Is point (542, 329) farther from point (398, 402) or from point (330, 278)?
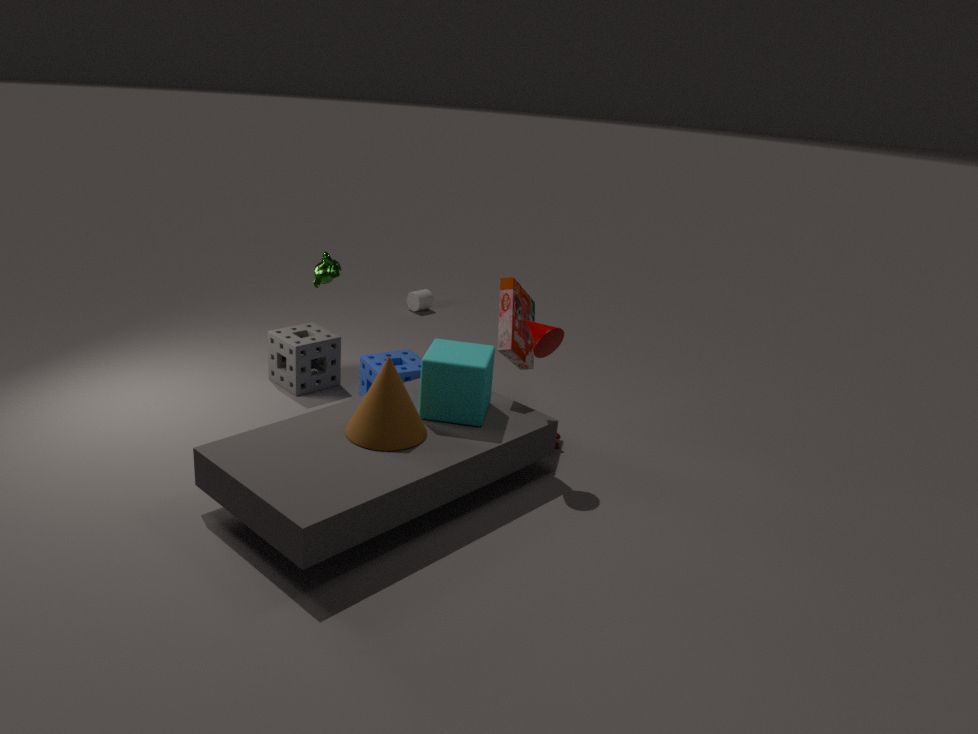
point (330, 278)
